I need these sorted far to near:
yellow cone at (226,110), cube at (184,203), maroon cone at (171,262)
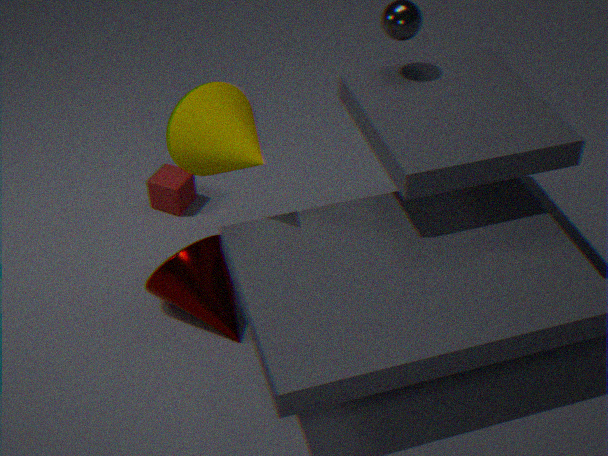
1. cube at (184,203)
2. maroon cone at (171,262)
3. yellow cone at (226,110)
